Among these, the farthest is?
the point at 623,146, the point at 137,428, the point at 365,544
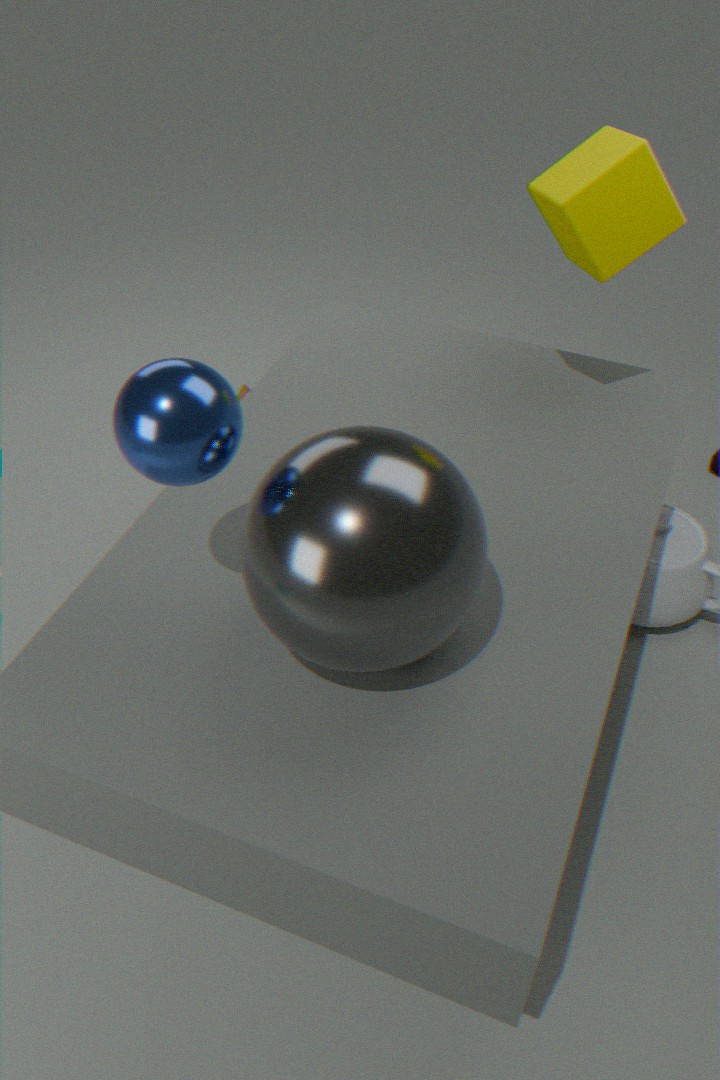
the point at 623,146
